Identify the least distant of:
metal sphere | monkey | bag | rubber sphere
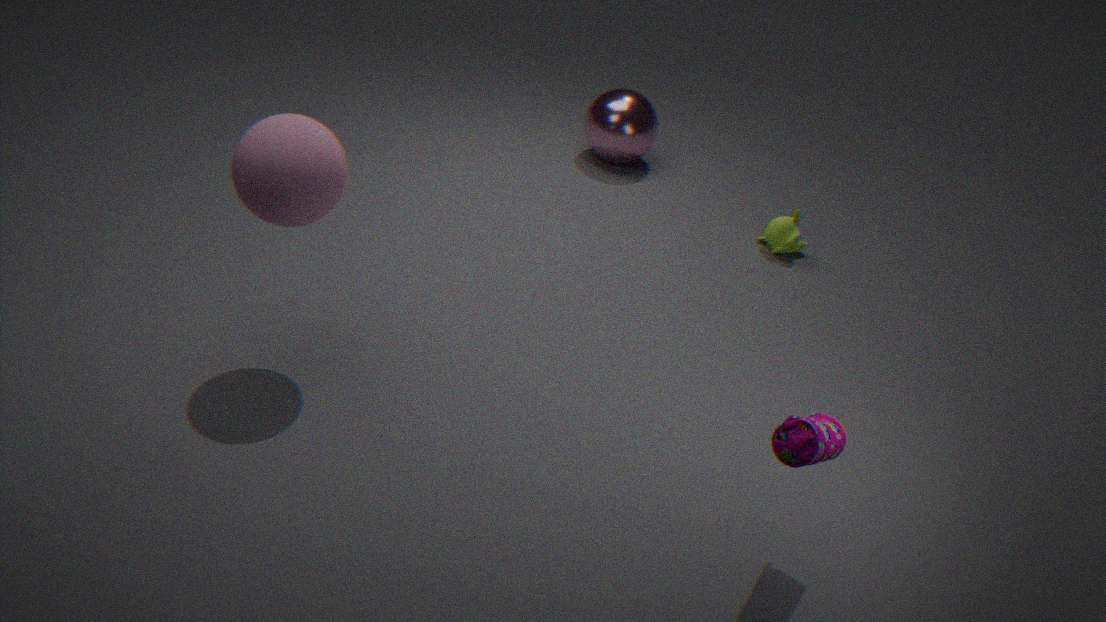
bag
